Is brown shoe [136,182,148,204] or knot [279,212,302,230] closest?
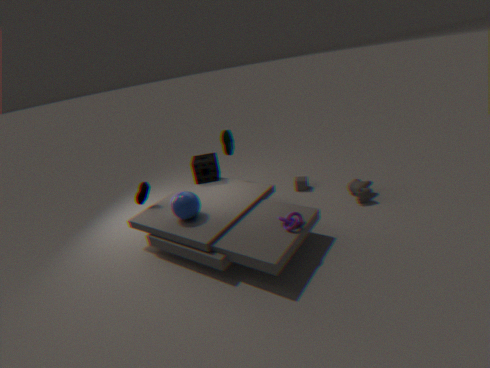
knot [279,212,302,230]
